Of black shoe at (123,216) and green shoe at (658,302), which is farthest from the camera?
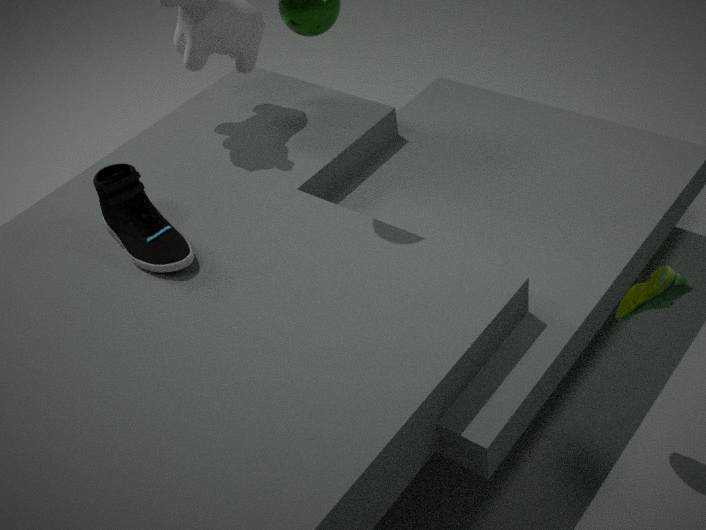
black shoe at (123,216)
